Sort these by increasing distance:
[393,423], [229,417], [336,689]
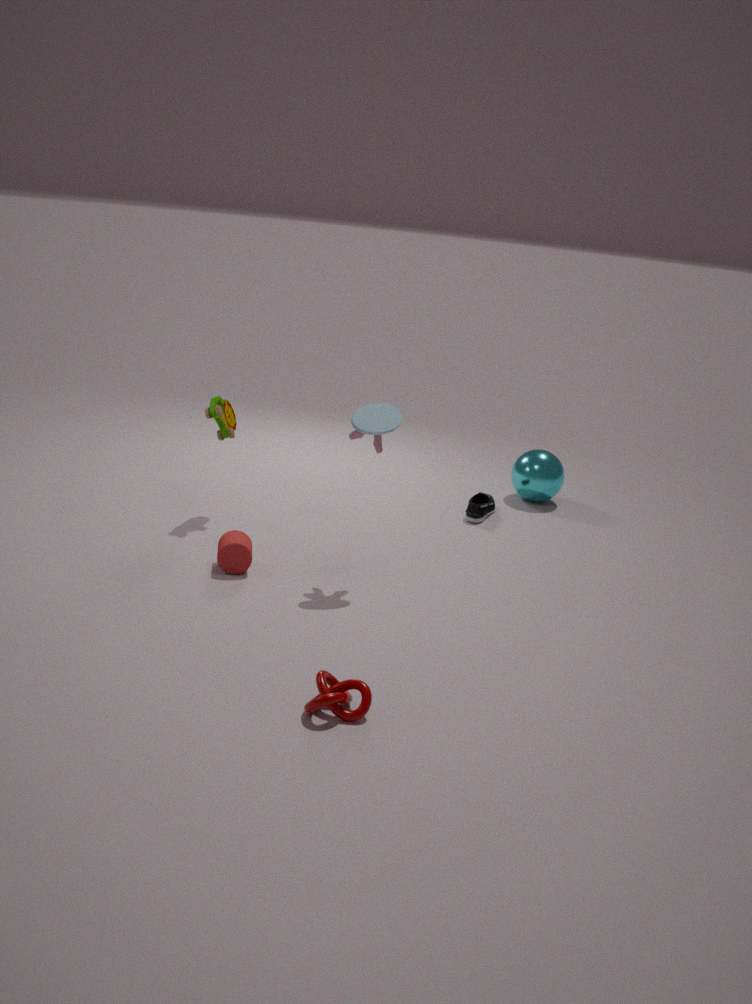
[336,689]
[393,423]
[229,417]
